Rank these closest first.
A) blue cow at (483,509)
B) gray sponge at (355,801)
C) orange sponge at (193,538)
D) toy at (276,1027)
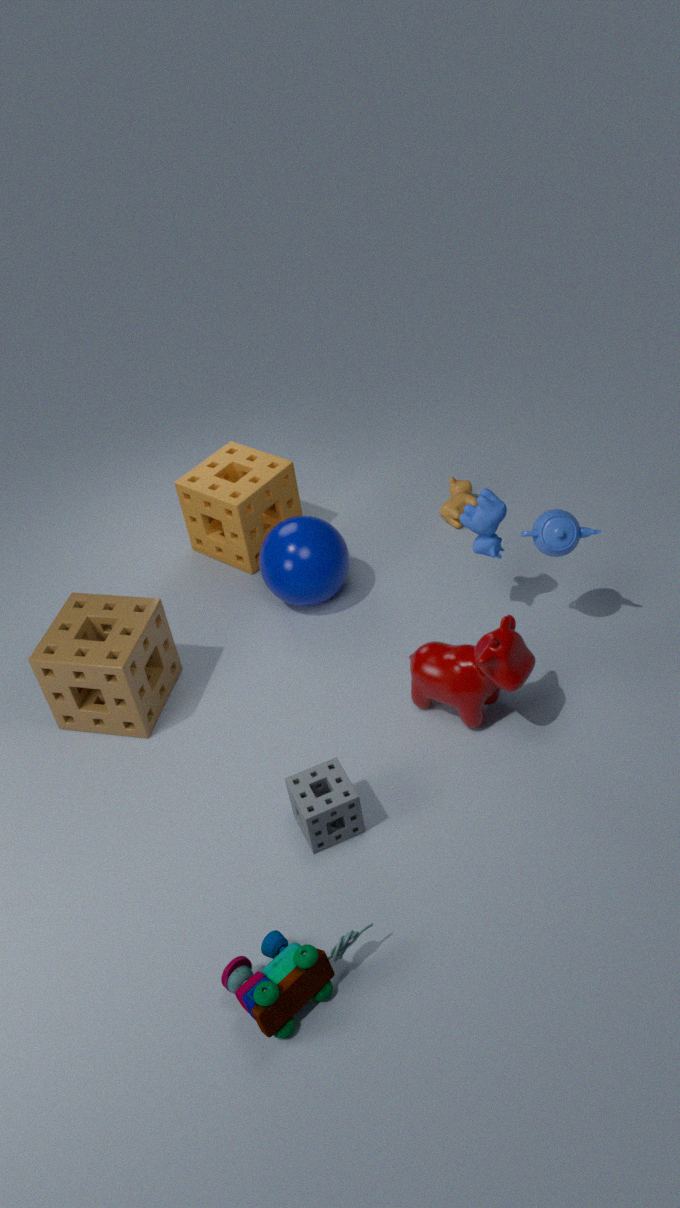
1. toy at (276,1027)
2. gray sponge at (355,801)
3. blue cow at (483,509)
4. orange sponge at (193,538)
